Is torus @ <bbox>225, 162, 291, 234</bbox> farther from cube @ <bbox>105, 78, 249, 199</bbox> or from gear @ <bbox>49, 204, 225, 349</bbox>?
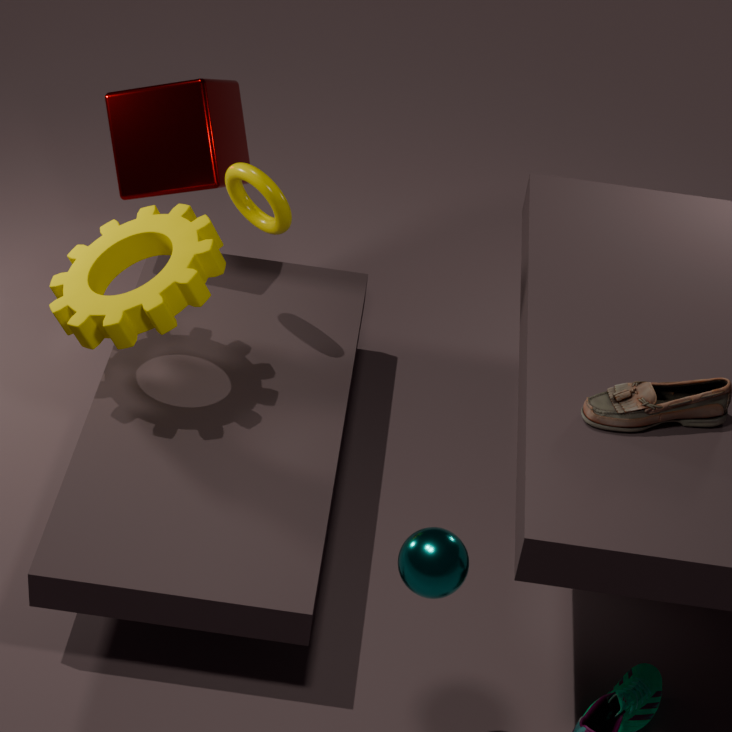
gear @ <bbox>49, 204, 225, 349</bbox>
